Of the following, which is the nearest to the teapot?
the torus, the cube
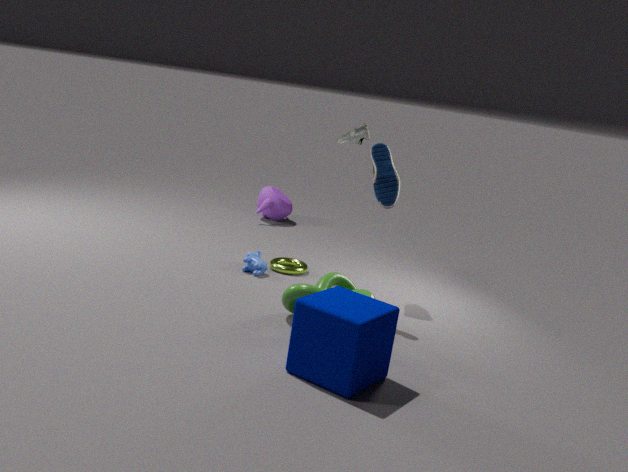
the torus
